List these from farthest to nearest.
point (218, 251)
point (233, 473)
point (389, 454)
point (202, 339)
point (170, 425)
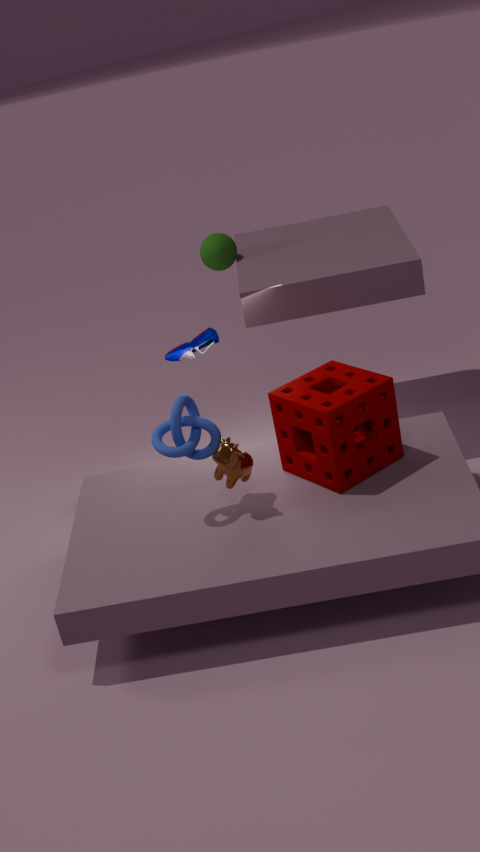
point (202, 339) < point (218, 251) < point (389, 454) < point (233, 473) < point (170, 425)
